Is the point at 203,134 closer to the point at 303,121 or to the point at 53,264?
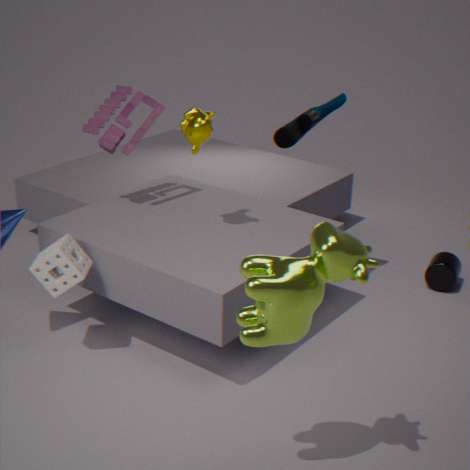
the point at 303,121
